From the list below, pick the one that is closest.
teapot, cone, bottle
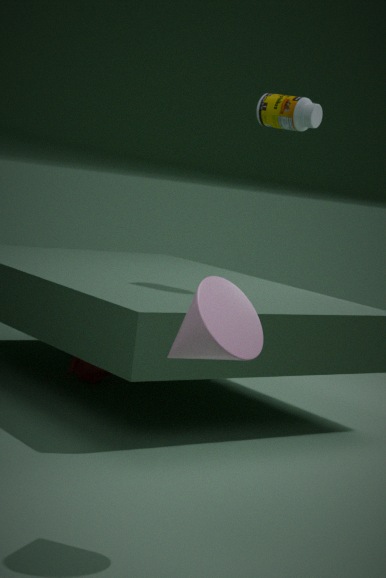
cone
